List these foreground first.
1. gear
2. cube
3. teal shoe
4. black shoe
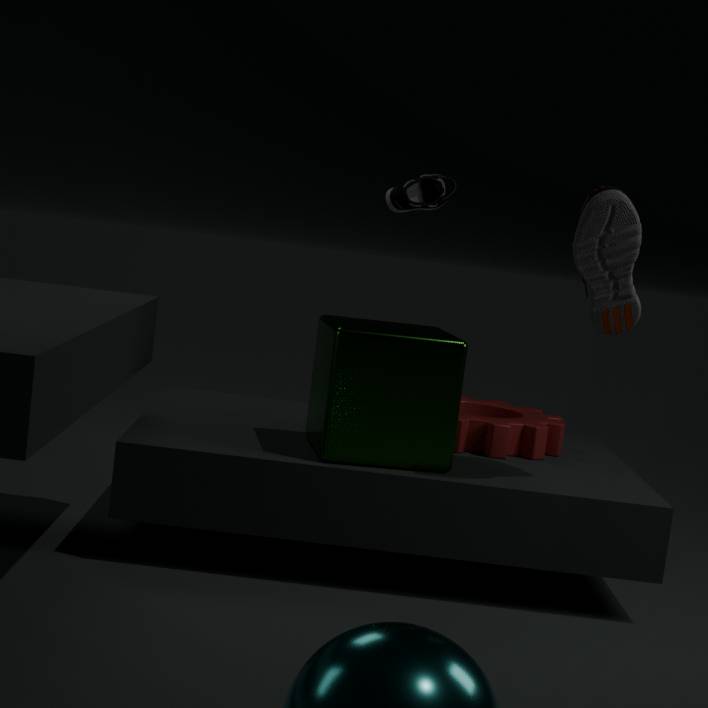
black shoe
cube
gear
teal shoe
